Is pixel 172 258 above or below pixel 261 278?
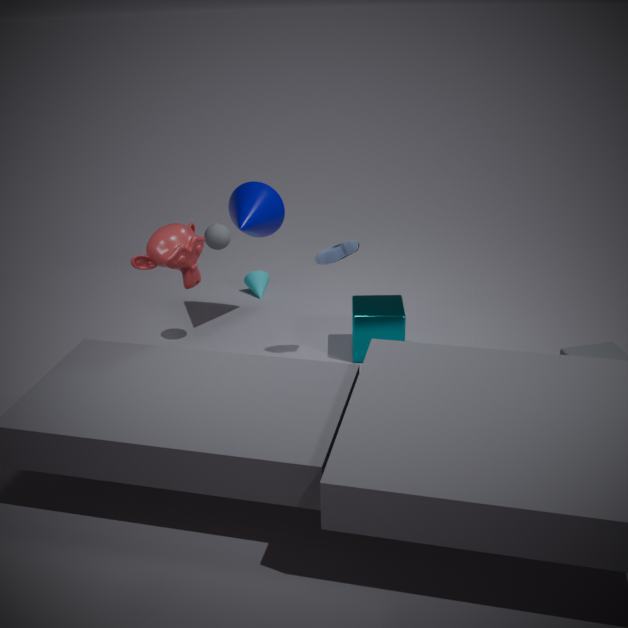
above
